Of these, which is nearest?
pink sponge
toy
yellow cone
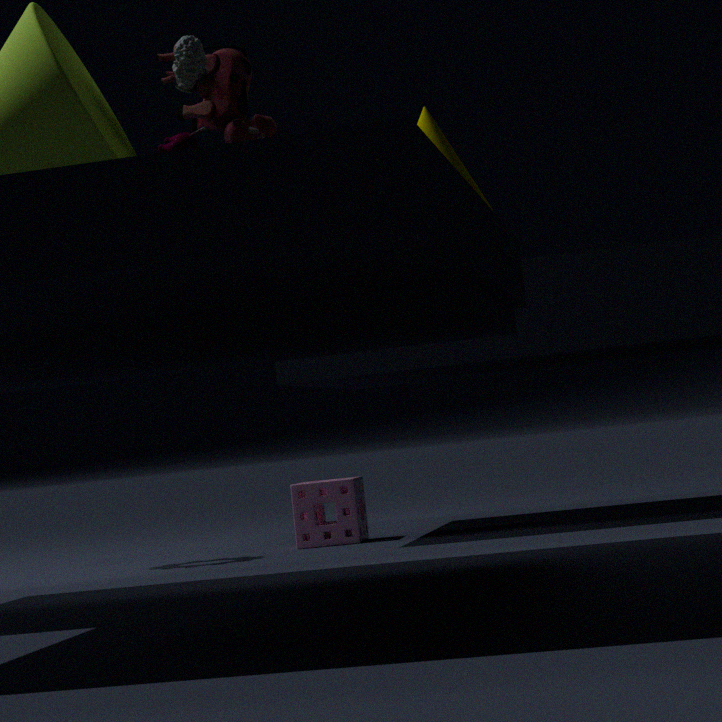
yellow cone
